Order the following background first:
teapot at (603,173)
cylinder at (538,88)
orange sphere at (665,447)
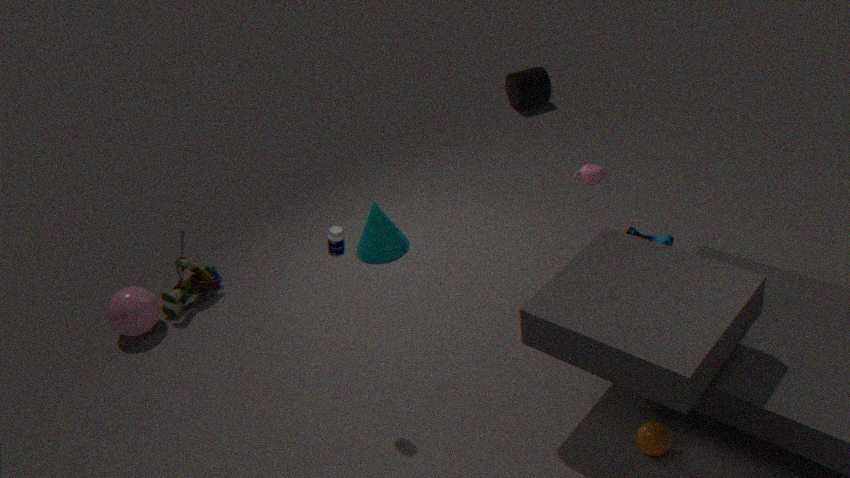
1. cylinder at (538,88)
2. teapot at (603,173)
3. orange sphere at (665,447)
